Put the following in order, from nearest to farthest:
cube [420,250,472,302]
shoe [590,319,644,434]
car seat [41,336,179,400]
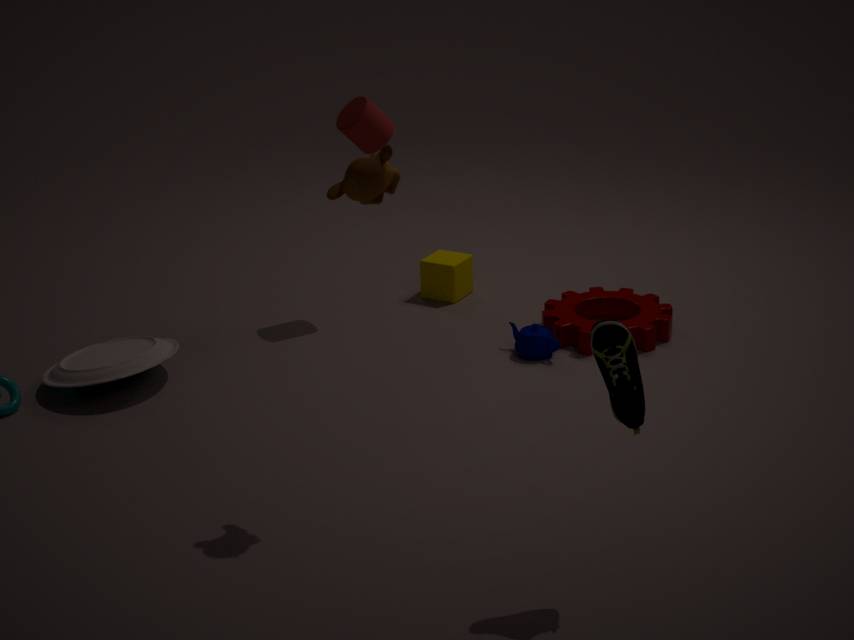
shoe [590,319,644,434] → car seat [41,336,179,400] → cube [420,250,472,302]
